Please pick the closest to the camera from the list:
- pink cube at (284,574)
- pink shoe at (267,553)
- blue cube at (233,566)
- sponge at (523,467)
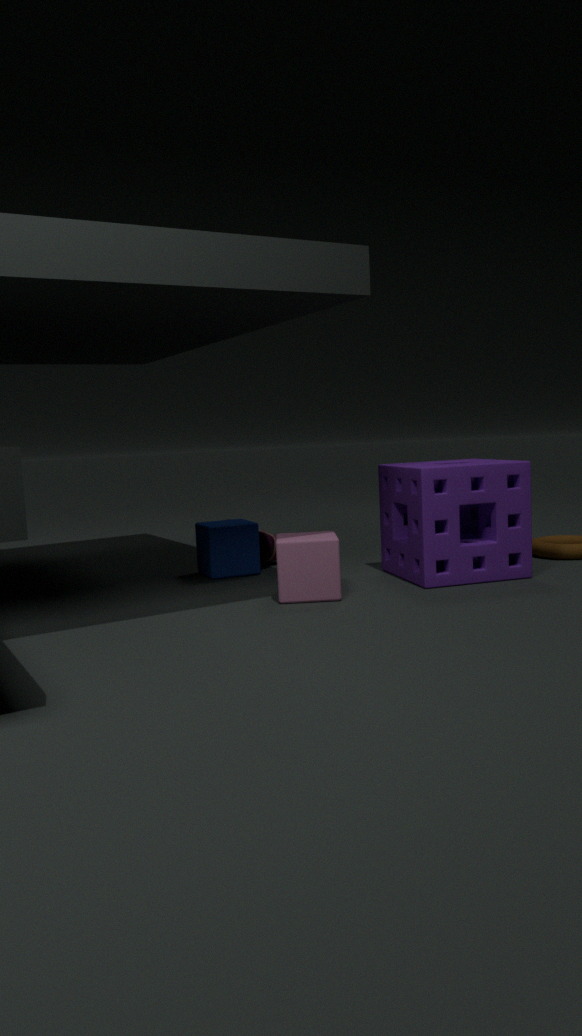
pink cube at (284,574)
